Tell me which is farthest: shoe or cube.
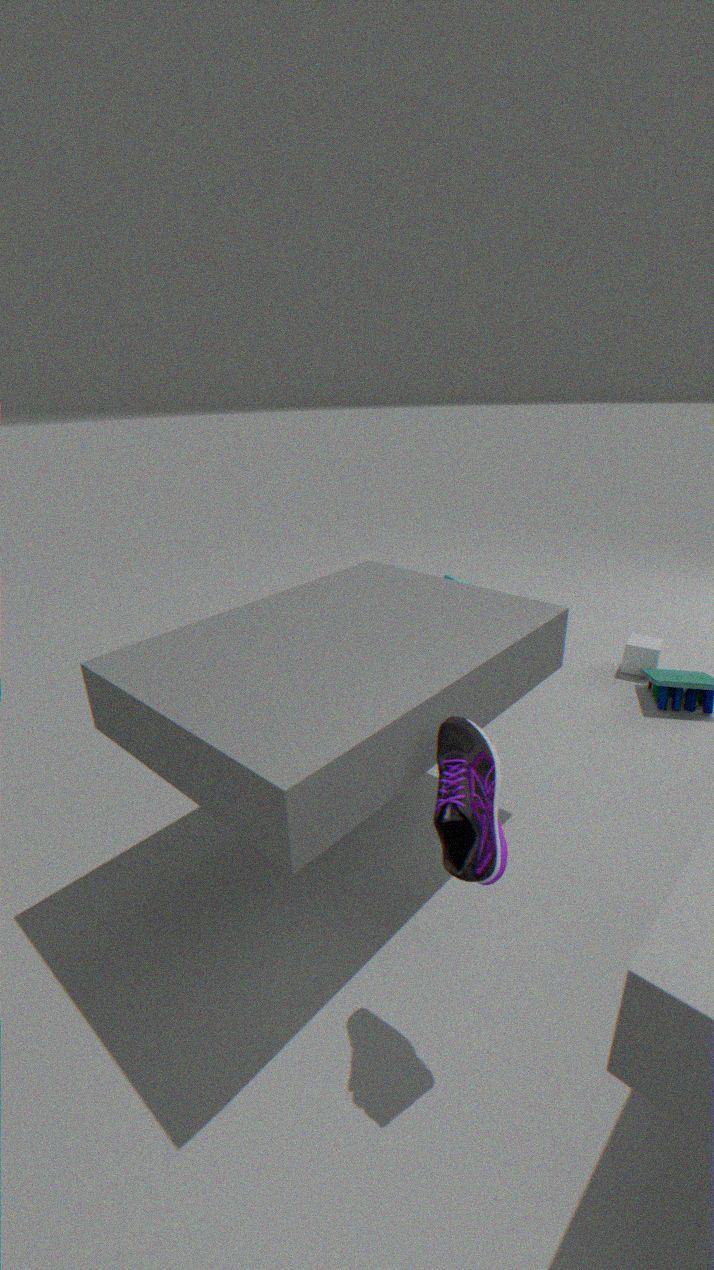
cube
